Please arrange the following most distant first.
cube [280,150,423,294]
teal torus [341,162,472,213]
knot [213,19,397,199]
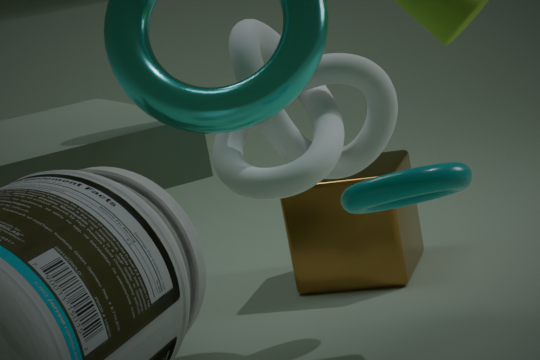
cube [280,150,423,294], knot [213,19,397,199], teal torus [341,162,472,213]
